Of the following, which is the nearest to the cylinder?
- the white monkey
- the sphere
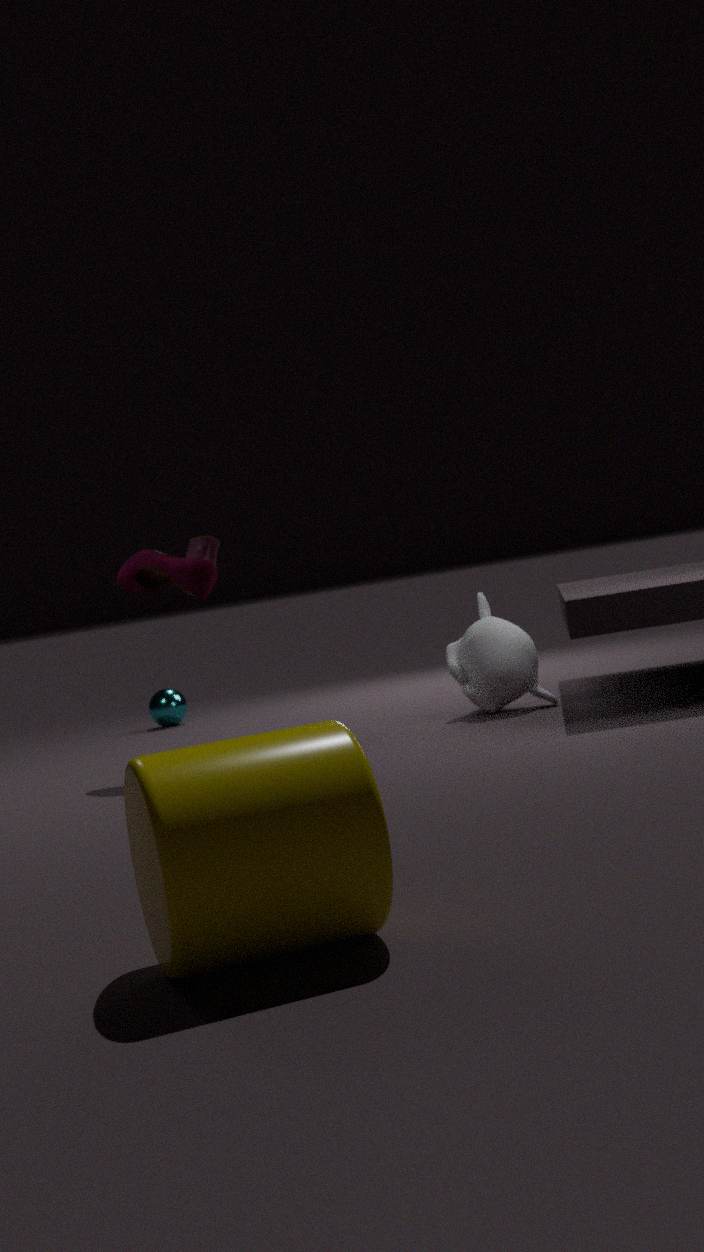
the white monkey
